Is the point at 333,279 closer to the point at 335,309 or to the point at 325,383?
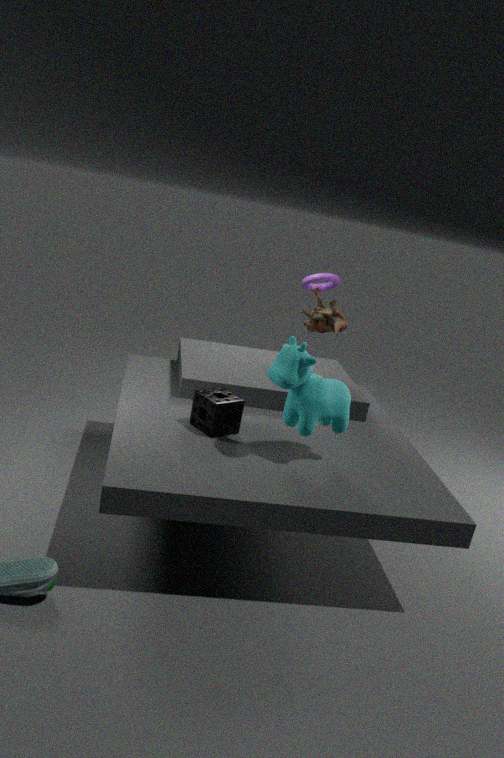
the point at 335,309
